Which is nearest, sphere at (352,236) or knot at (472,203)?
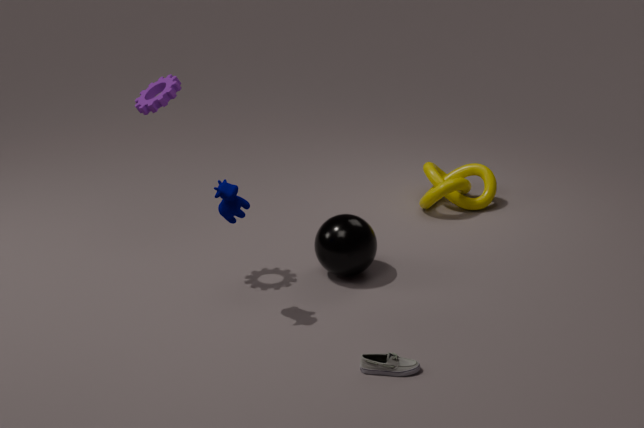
sphere at (352,236)
